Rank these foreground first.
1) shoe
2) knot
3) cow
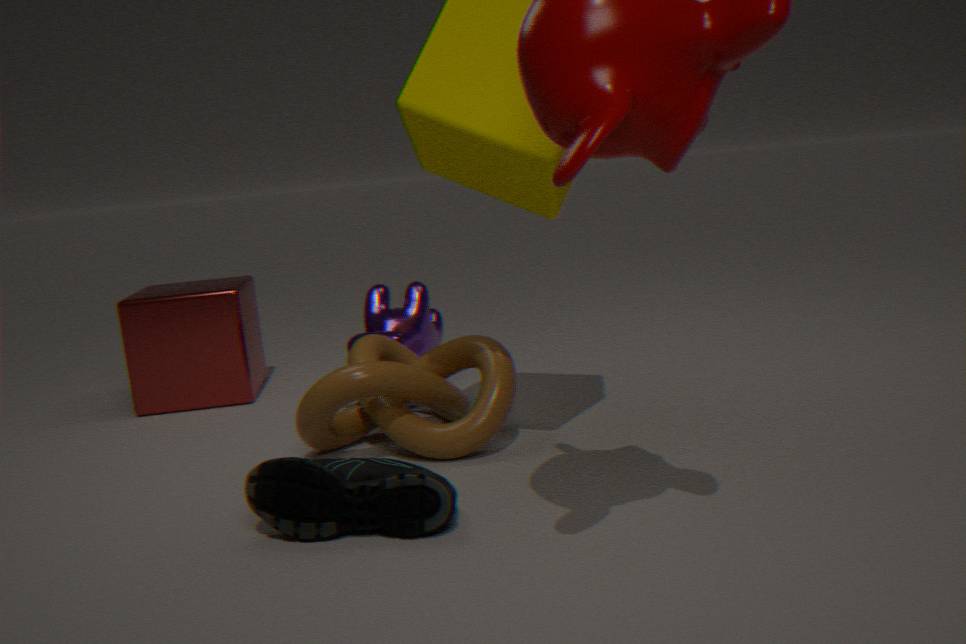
1. shoe → 2. knot → 3. cow
